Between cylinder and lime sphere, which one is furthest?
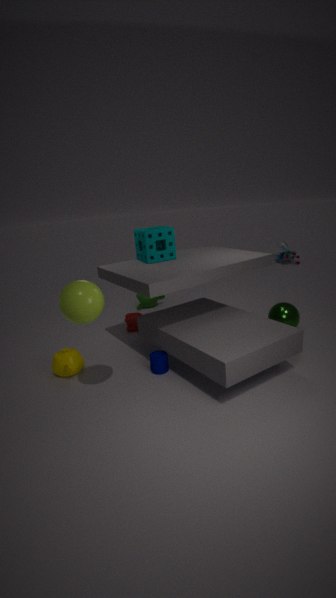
cylinder
